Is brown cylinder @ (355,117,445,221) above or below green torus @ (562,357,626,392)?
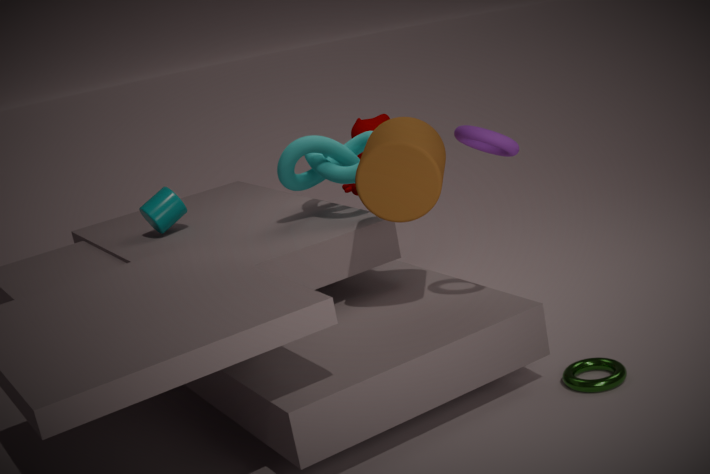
above
